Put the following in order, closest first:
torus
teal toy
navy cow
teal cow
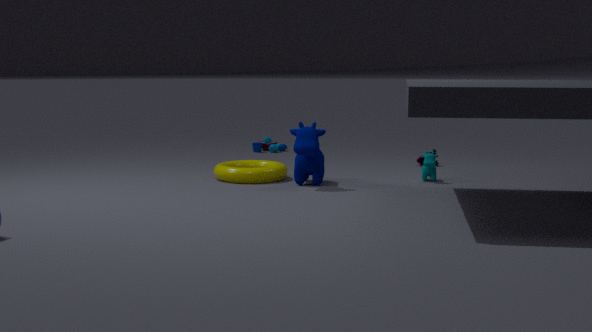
1. navy cow
2. torus
3. teal cow
4. teal toy
